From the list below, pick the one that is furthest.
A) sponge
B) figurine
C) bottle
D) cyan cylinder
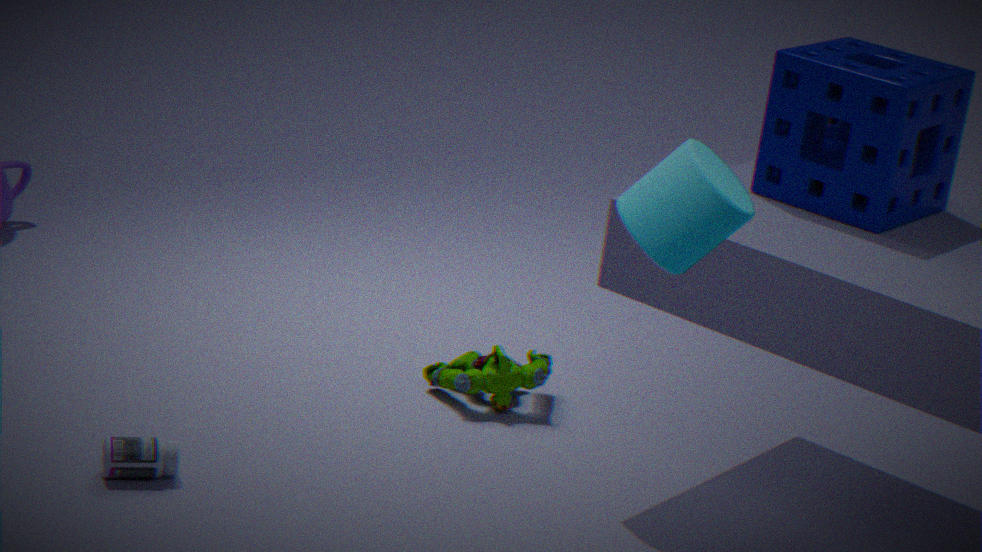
figurine
